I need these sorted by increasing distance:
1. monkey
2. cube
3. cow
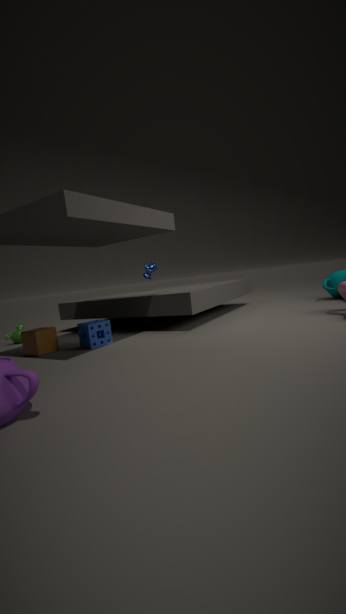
cube < monkey < cow
